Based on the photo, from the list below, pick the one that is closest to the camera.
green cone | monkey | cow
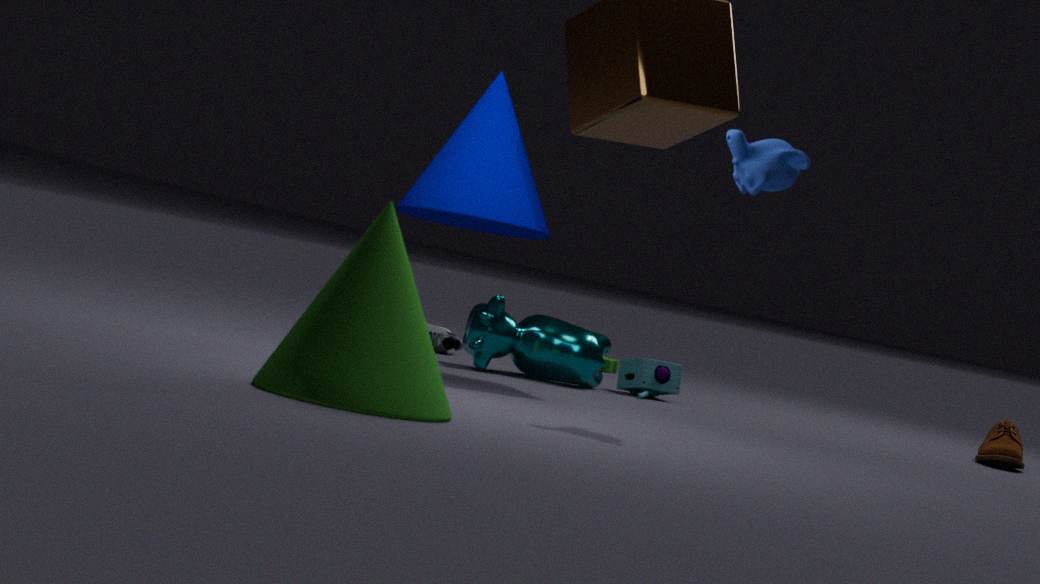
green cone
